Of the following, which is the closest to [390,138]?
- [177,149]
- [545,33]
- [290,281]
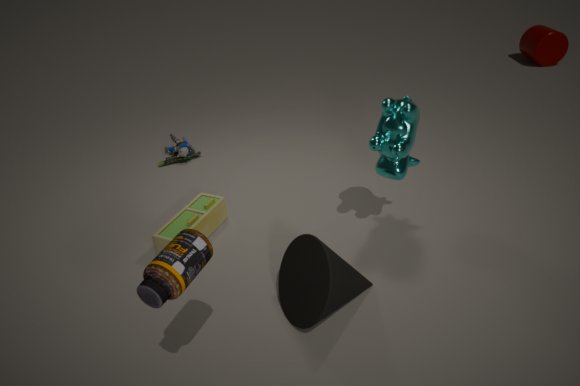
[290,281]
